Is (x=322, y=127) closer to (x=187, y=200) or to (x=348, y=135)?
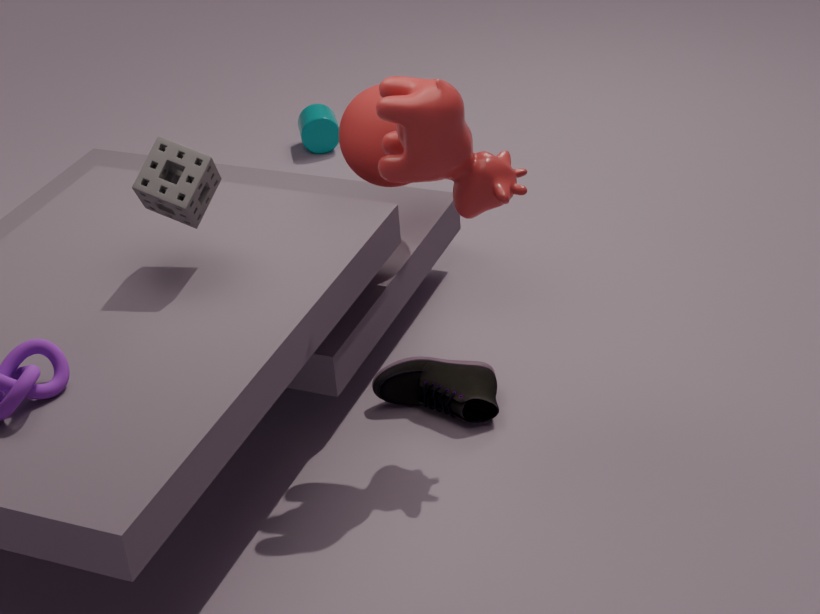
(x=348, y=135)
